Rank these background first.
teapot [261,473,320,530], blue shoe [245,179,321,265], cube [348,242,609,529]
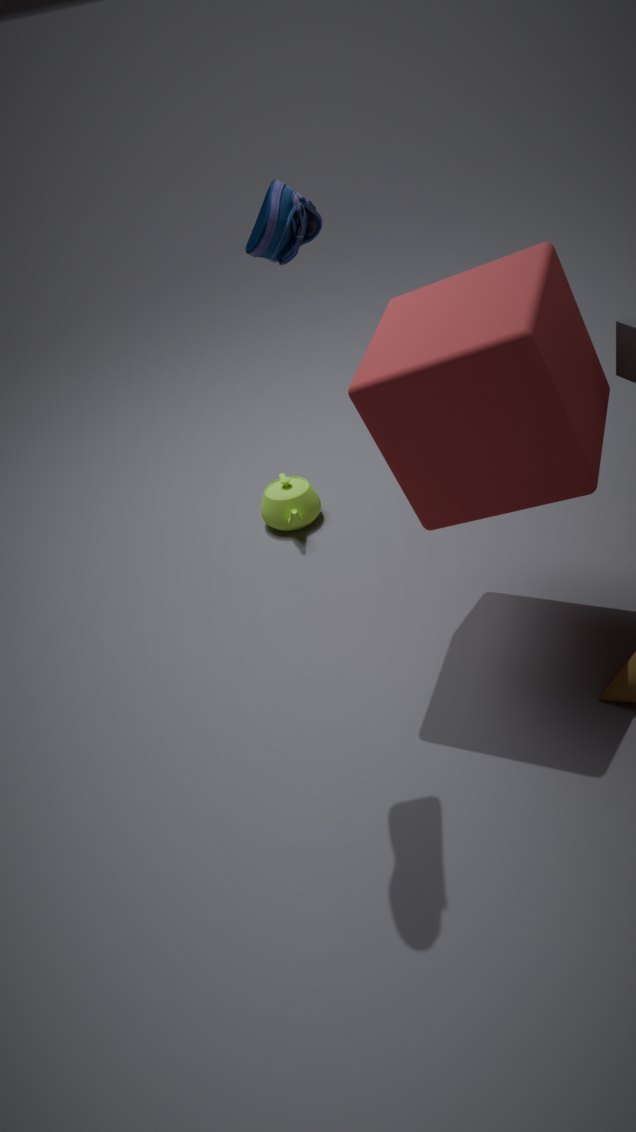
teapot [261,473,320,530]
cube [348,242,609,529]
blue shoe [245,179,321,265]
